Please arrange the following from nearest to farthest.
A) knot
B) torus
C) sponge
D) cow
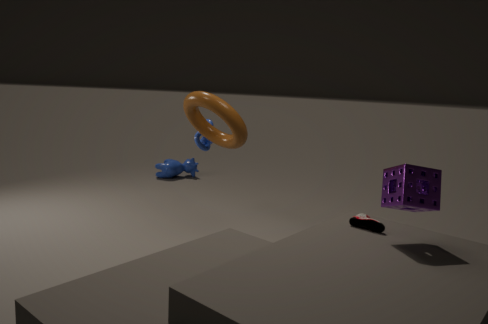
sponge, torus, knot, cow
